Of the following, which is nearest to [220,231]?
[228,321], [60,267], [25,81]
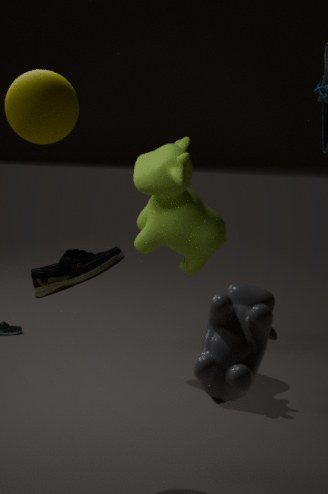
[25,81]
